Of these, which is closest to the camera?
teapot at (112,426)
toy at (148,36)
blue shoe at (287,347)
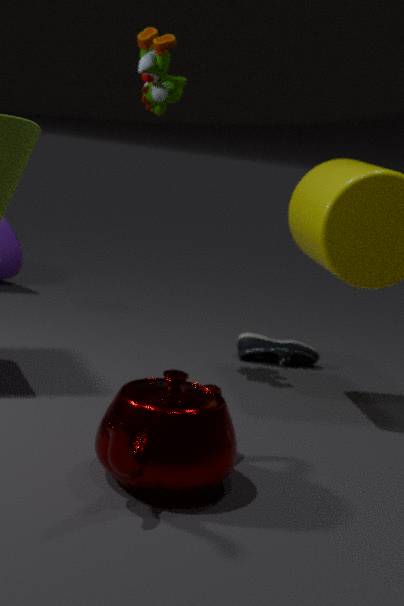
teapot at (112,426)
